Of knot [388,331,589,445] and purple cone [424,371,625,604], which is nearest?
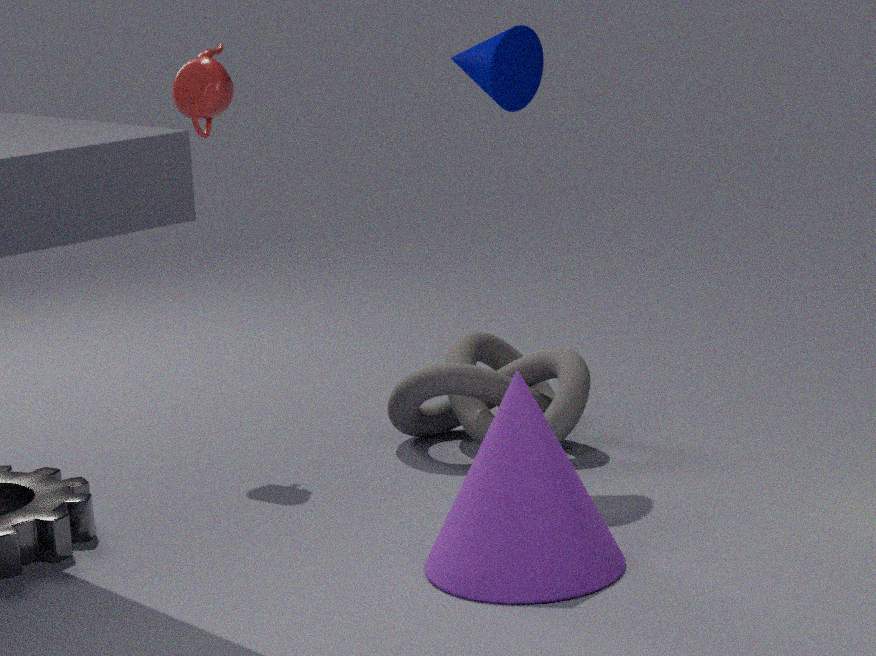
purple cone [424,371,625,604]
